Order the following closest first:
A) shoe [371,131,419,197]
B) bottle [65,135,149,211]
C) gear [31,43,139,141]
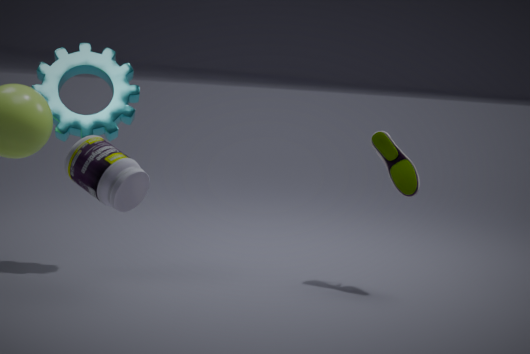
bottle [65,135,149,211]
shoe [371,131,419,197]
gear [31,43,139,141]
